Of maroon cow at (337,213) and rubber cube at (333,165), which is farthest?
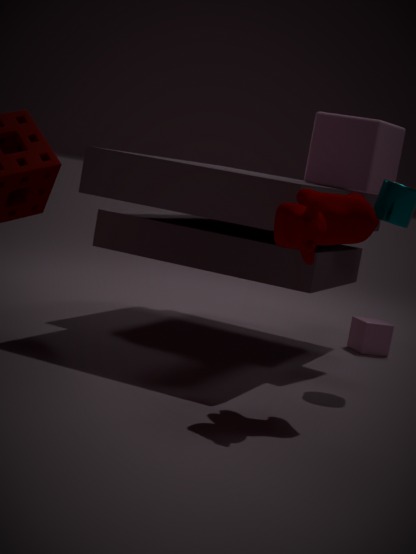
rubber cube at (333,165)
